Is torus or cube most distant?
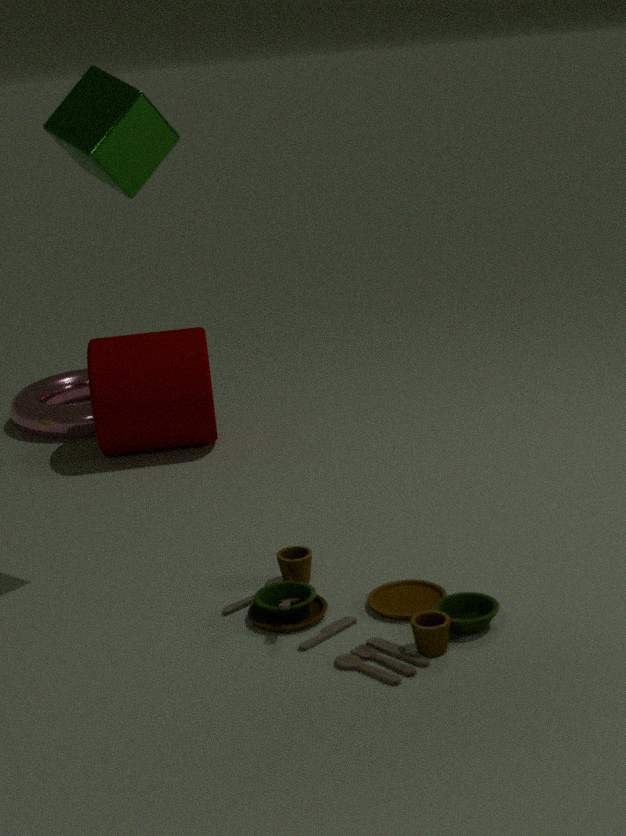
torus
